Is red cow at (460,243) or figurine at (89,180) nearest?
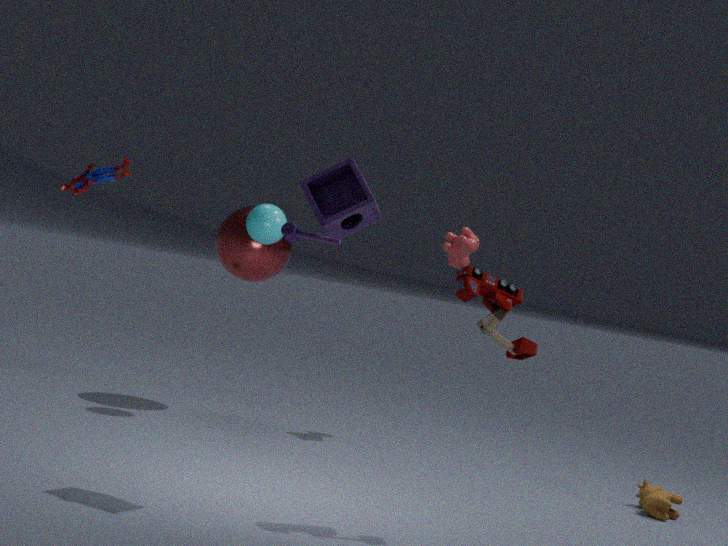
figurine at (89,180)
